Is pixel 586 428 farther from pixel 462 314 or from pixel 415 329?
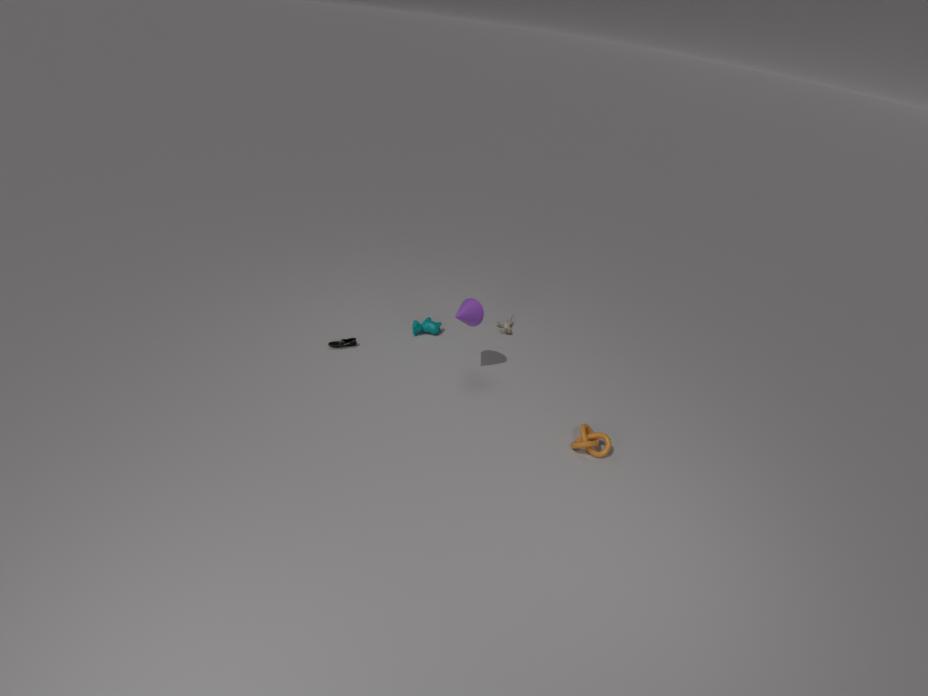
pixel 415 329
